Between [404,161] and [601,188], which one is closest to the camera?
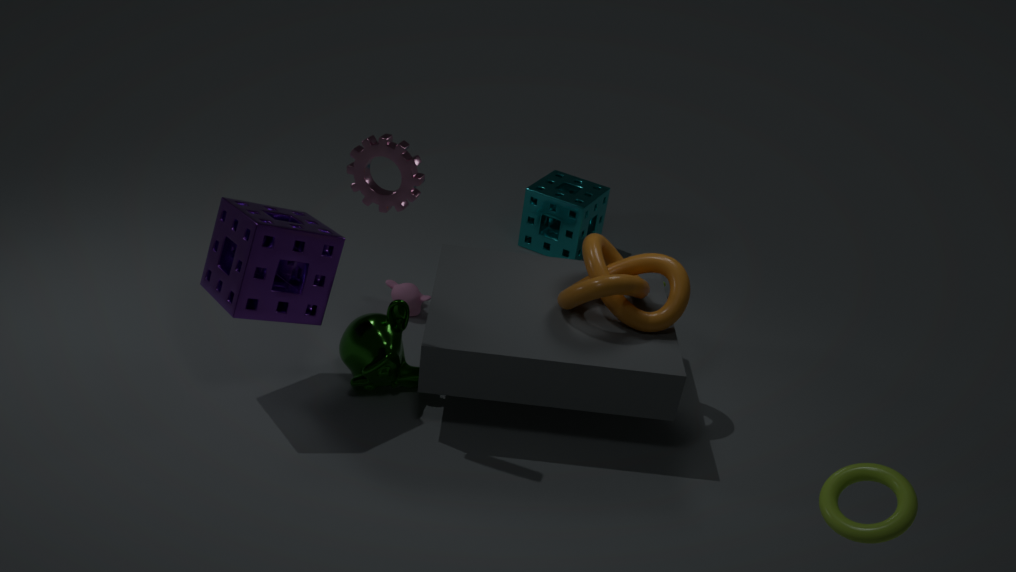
[404,161]
